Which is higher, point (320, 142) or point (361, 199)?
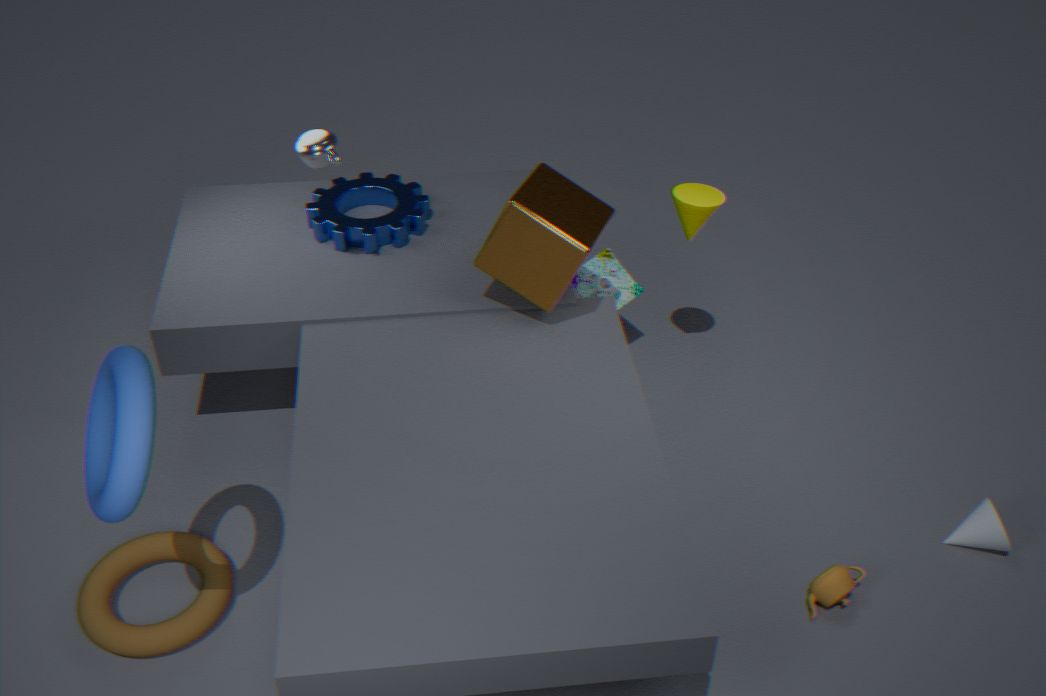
point (320, 142)
